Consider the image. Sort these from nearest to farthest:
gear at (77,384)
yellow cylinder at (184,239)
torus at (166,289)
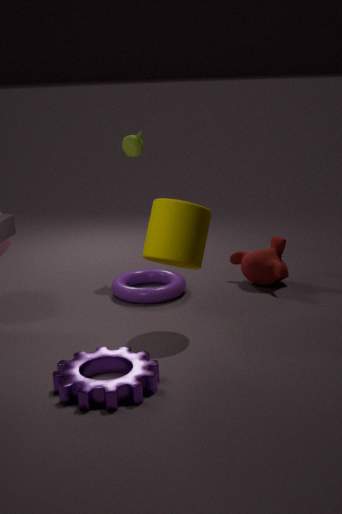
1. gear at (77,384)
2. yellow cylinder at (184,239)
3. torus at (166,289)
